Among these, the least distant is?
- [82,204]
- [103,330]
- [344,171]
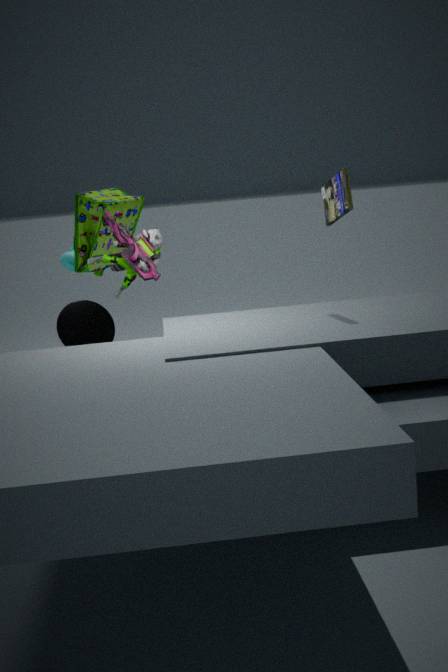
[344,171]
